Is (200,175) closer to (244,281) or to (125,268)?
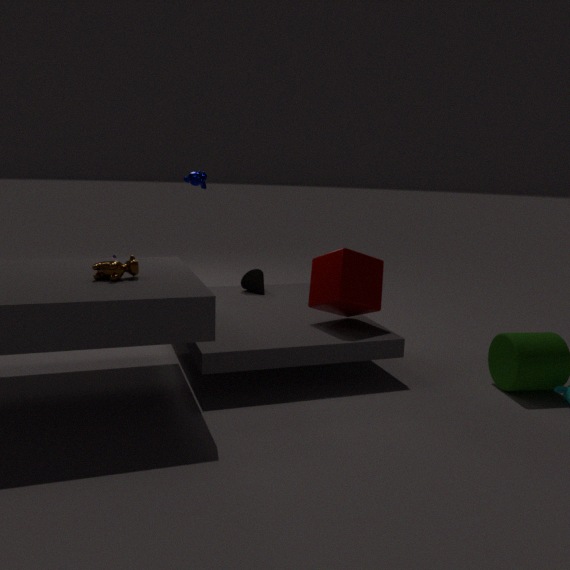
(244,281)
